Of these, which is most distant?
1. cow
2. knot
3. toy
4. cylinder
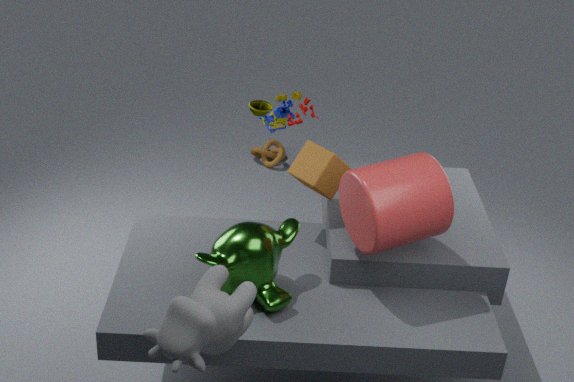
knot
